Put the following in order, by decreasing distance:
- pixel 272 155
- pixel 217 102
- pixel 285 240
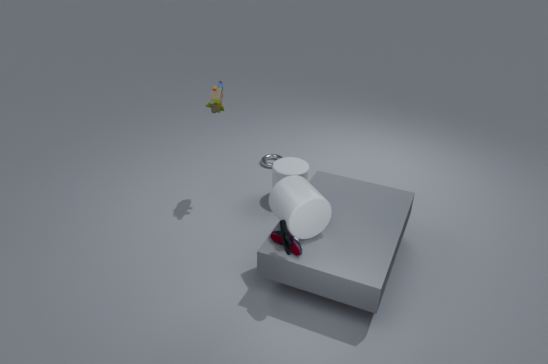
pixel 272 155 → pixel 217 102 → pixel 285 240
